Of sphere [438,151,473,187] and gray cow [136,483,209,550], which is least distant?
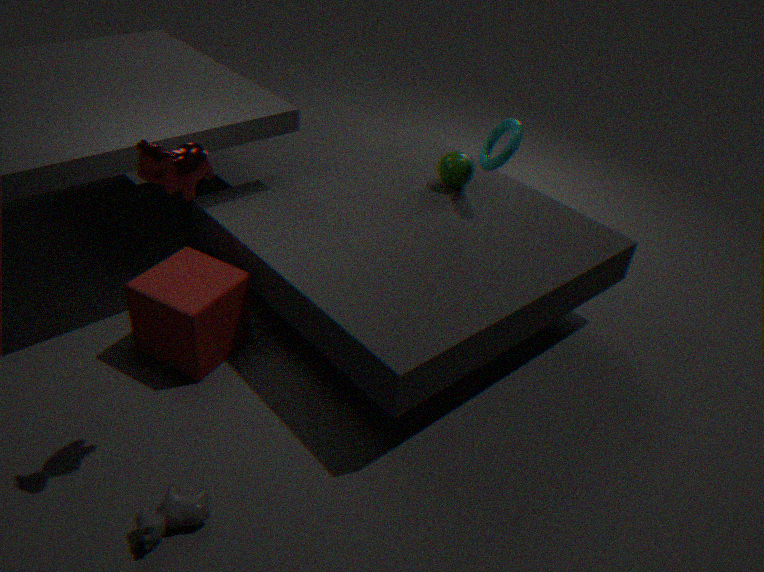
gray cow [136,483,209,550]
